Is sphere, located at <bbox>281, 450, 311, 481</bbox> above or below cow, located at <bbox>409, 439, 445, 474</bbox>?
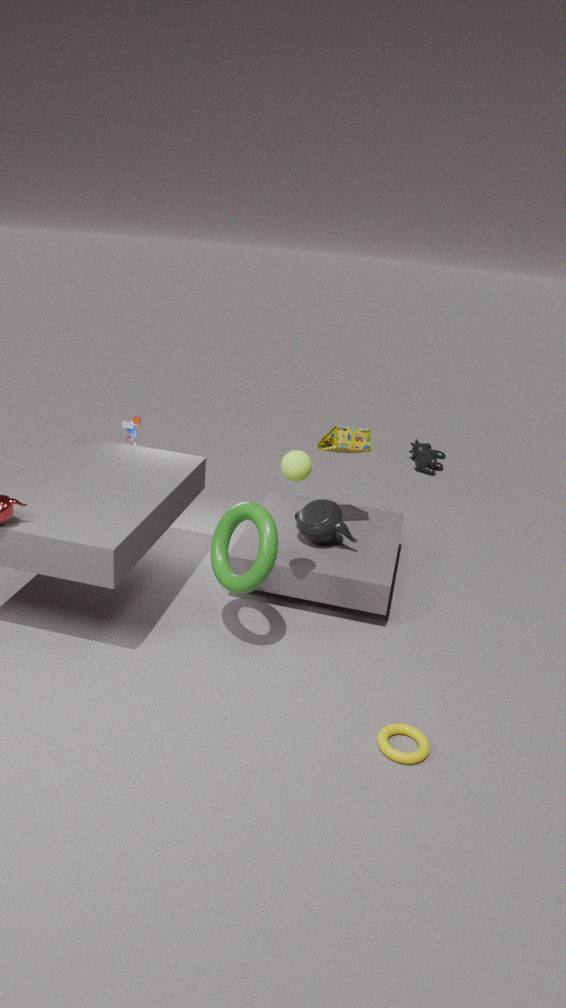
above
